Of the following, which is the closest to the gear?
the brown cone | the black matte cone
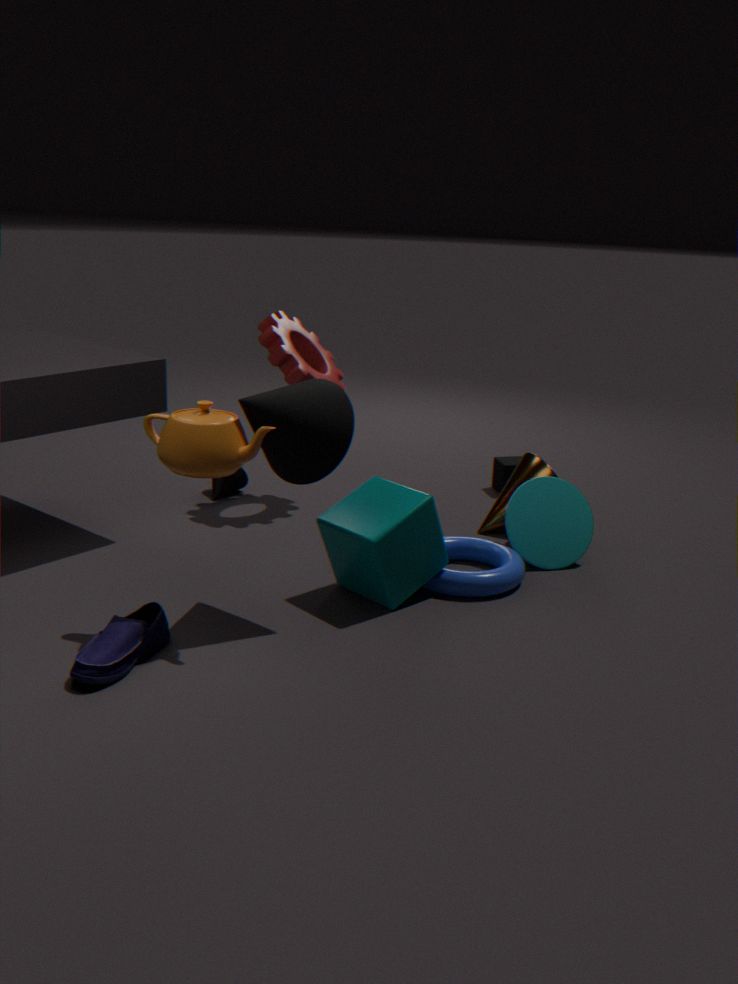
the black matte cone
